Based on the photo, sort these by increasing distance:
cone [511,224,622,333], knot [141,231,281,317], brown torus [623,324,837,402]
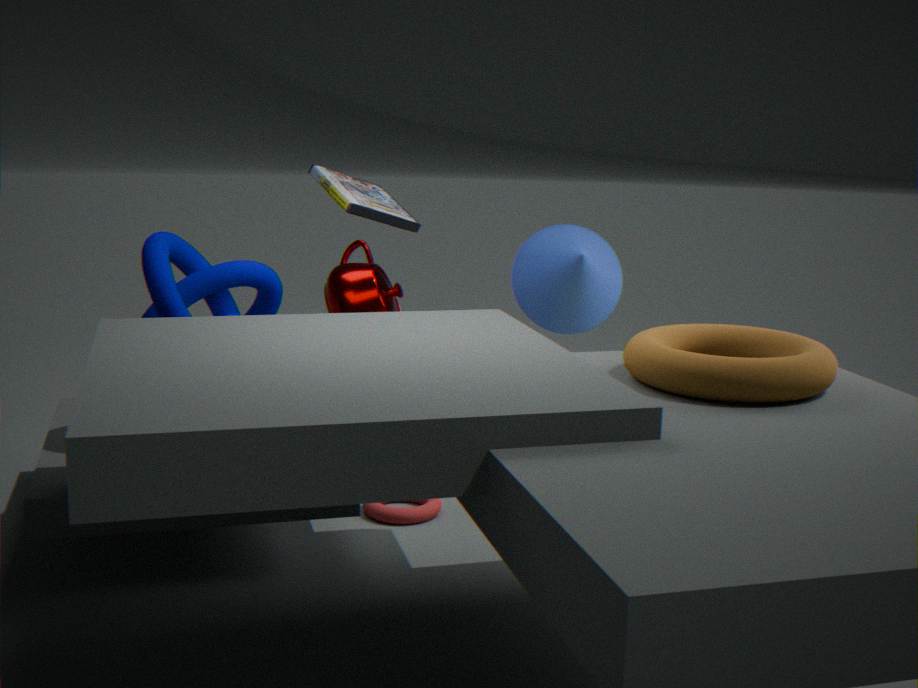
1. brown torus [623,324,837,402]
2. knot [141,231,281,317]
3. cone [511,224,622,333]
